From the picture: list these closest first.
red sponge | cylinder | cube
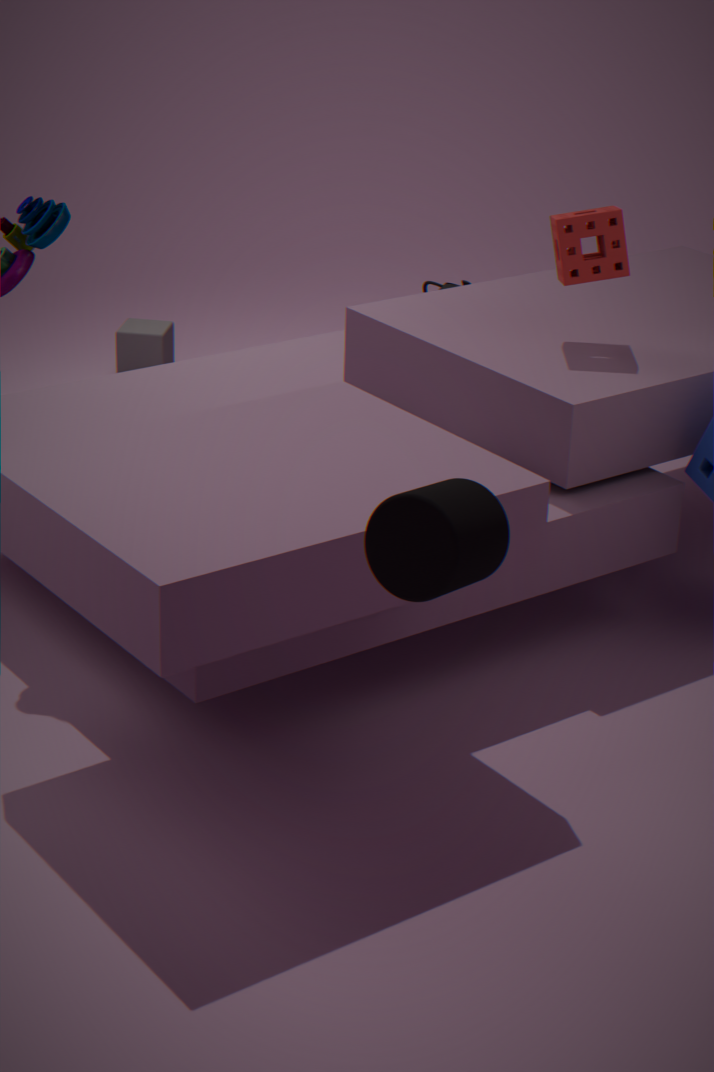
1. cylinder
2. red sponge
3. cube
